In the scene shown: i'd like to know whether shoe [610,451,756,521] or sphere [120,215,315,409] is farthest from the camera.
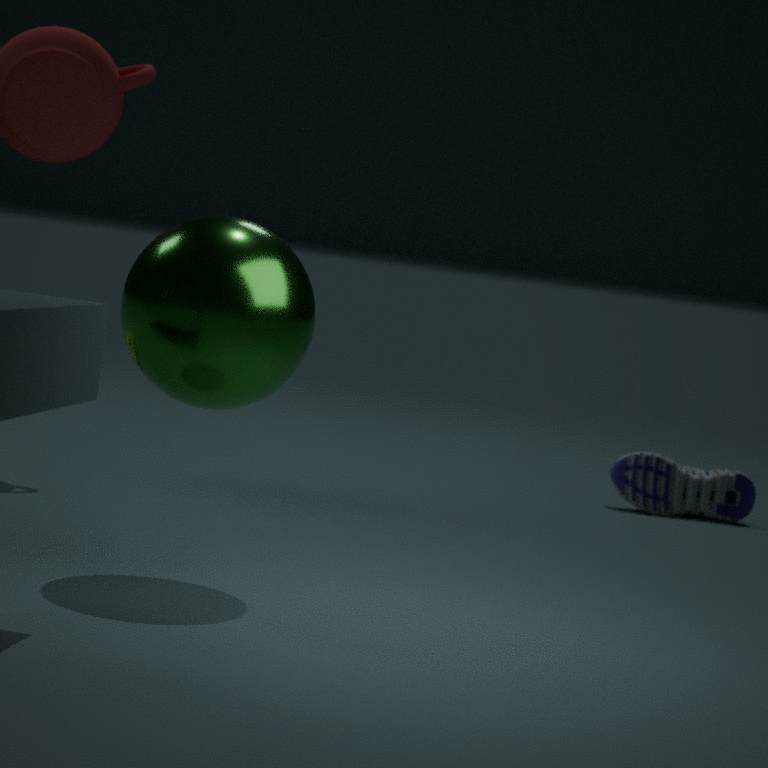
shoe [610,451,756,521]
